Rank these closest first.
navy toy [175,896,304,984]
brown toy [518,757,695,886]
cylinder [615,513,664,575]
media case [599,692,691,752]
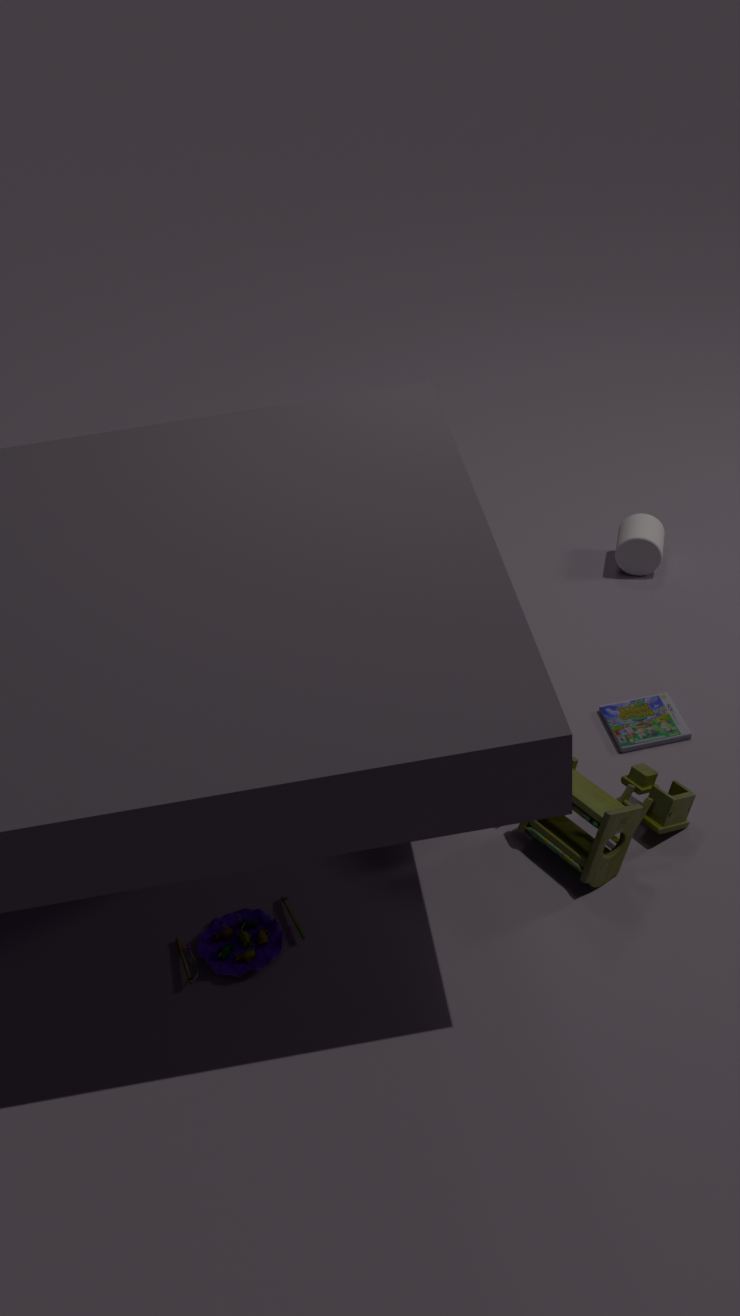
navy toy [175,896,304,984]
brown toy [518,757,695,886]
media case [599,692,691,752]
cylinder [615,513,664,575]
